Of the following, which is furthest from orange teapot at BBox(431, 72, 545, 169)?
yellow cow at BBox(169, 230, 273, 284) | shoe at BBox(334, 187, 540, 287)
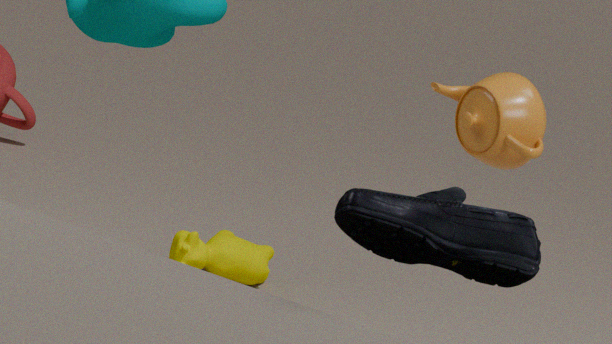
yellow cow at BBox(169, 230, 273, 284)
